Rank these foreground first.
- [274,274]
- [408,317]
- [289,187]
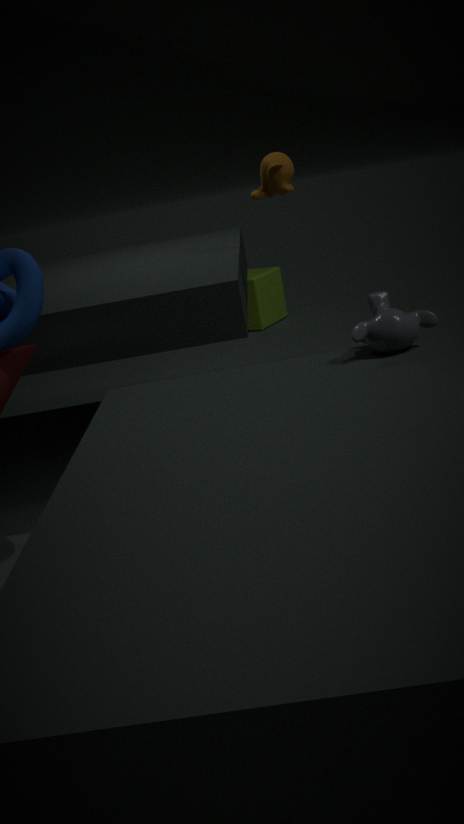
[408,317] → [289,187] → [274,274]
